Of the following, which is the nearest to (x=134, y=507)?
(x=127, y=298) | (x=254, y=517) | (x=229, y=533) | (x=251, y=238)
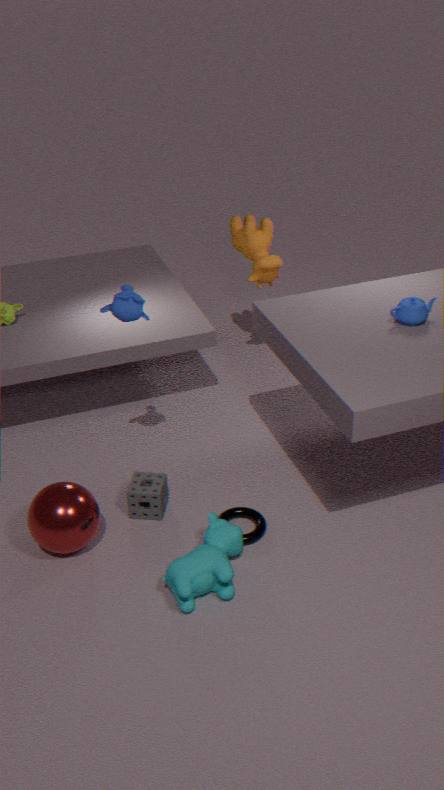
(x=254, y=517)
